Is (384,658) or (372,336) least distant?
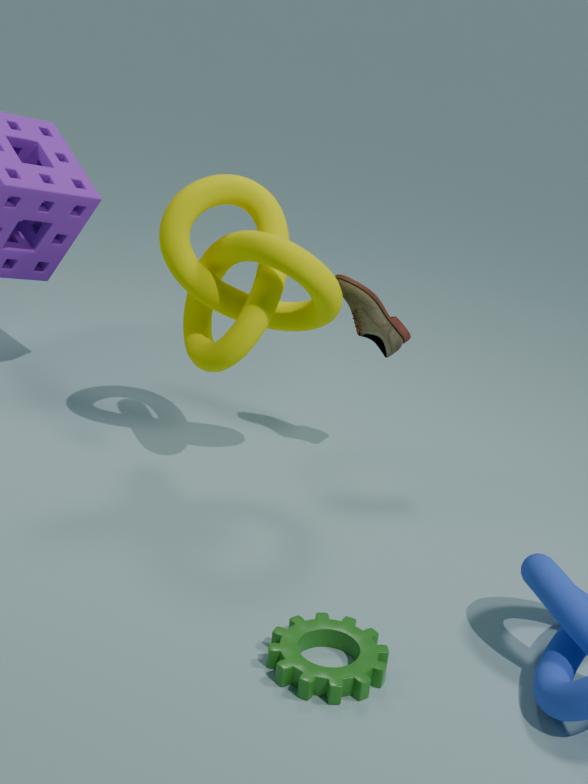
(384,658)
